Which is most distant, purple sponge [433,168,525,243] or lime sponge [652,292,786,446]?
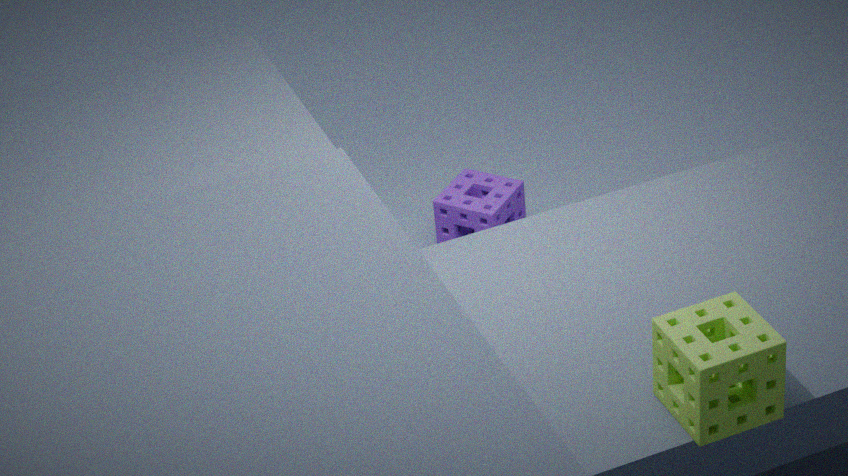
purple sponge [433,168,525,243]
